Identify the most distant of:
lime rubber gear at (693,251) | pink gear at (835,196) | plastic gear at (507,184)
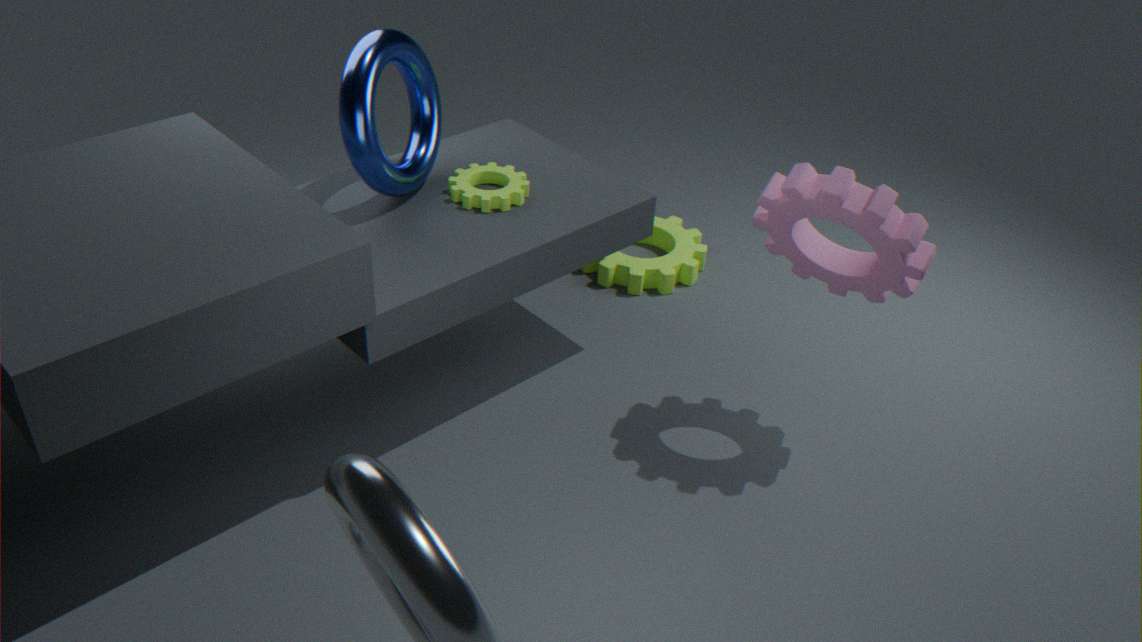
lime rubber gear at (693,251)
